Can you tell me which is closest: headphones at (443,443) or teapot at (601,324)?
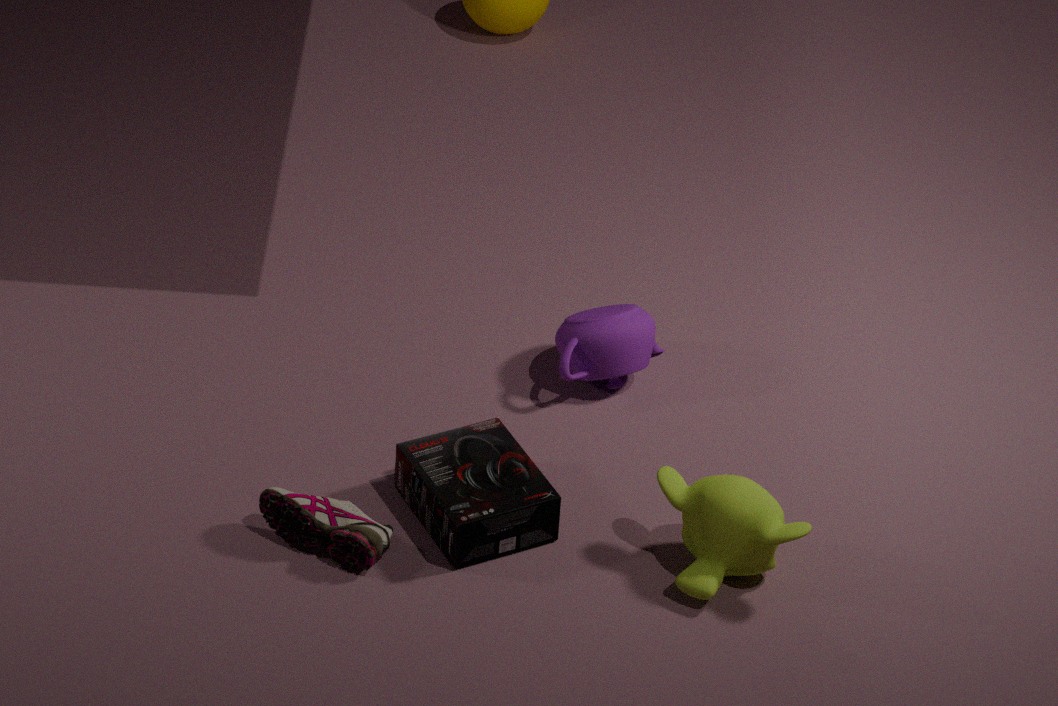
headphones at (443,443)
